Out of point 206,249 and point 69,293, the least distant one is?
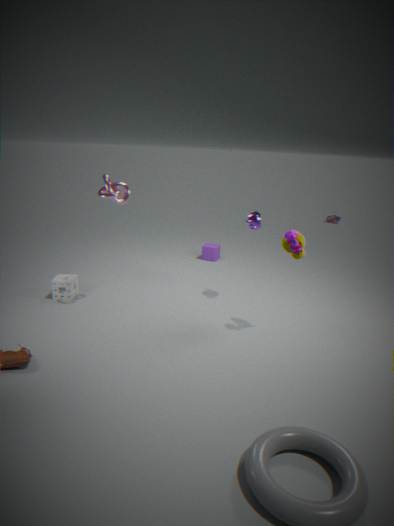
point 69,293
